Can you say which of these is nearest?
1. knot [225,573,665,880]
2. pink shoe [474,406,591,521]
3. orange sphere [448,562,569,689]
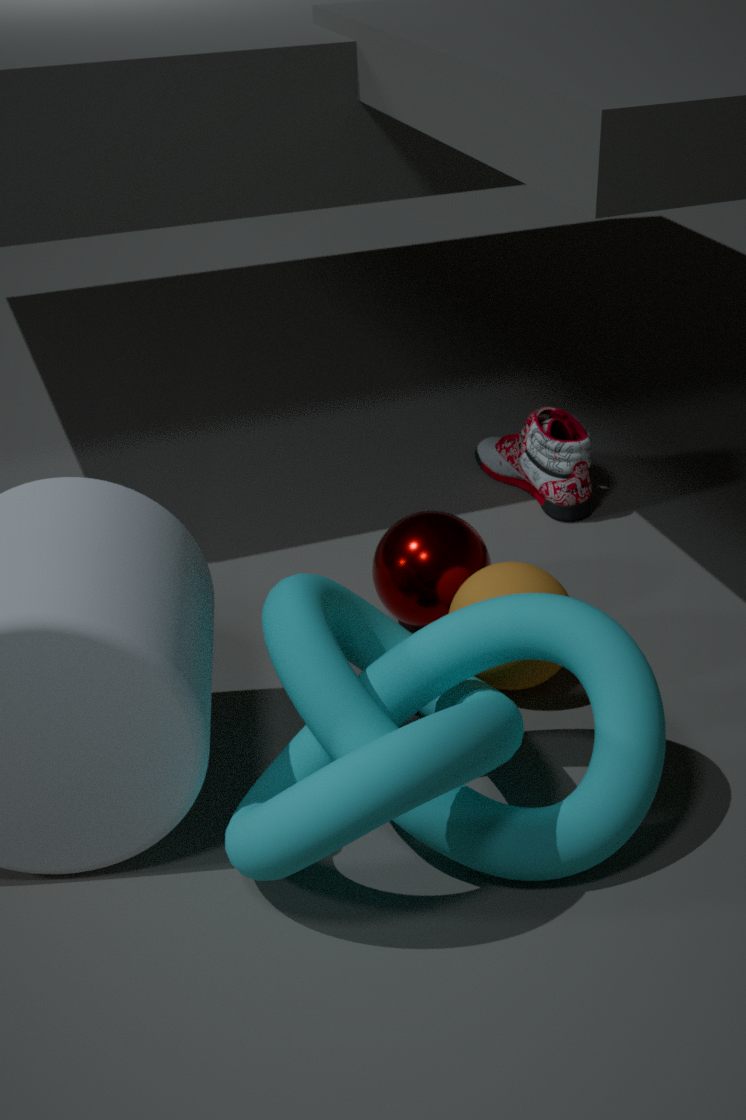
knot [225,573,665,880]
